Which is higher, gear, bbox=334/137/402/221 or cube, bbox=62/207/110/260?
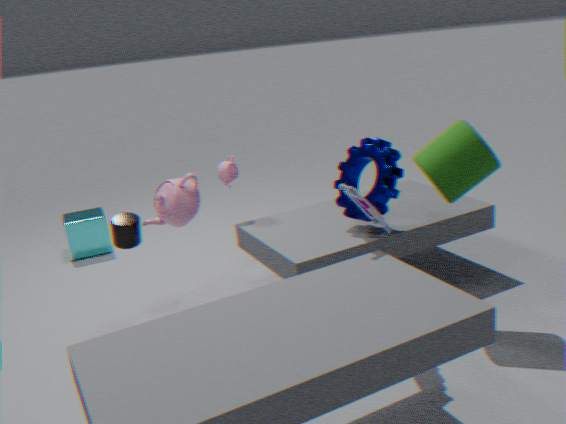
gear, bbox=334/137/402/221
